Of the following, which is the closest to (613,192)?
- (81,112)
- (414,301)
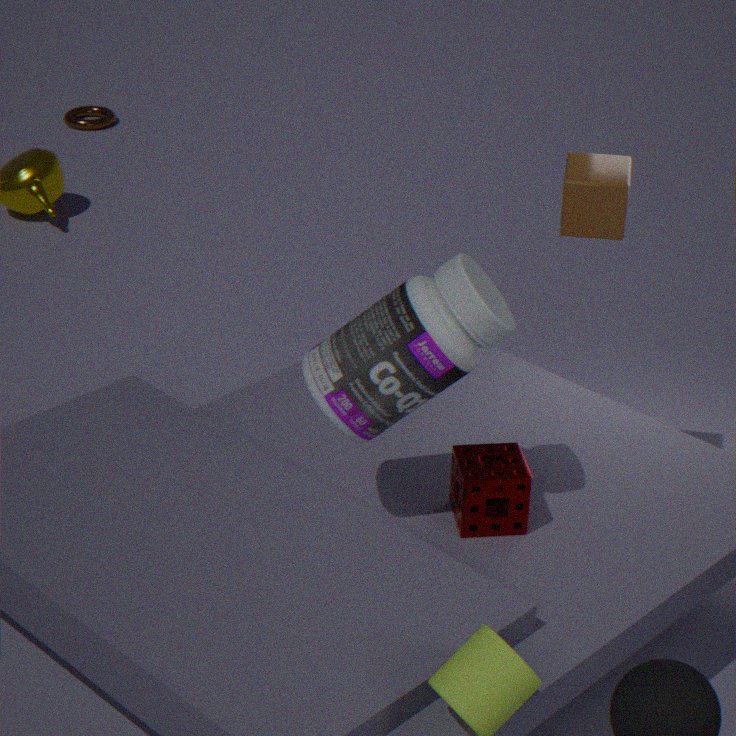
(414,301)
